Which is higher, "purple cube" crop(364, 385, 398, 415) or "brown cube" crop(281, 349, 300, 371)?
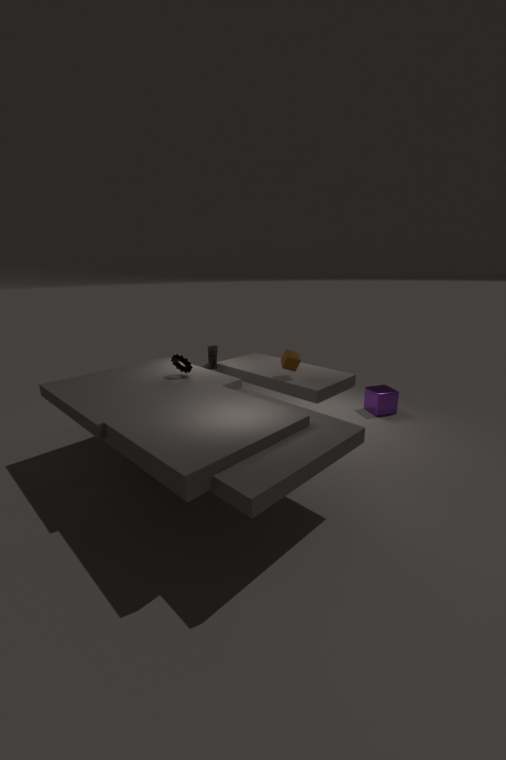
"brown cube" crop(281, 349, 300, 371)
